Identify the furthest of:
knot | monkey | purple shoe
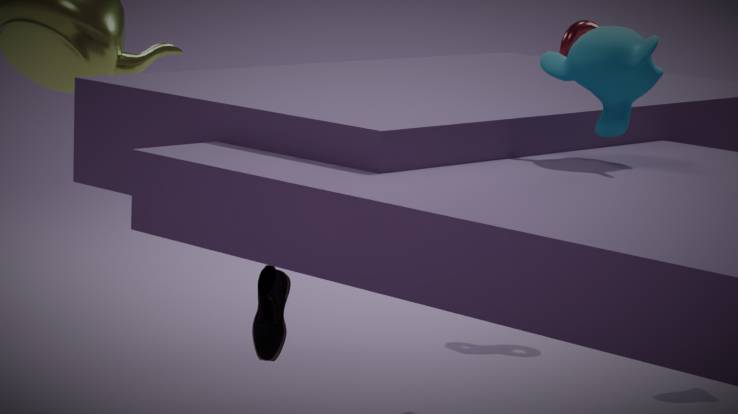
knot
